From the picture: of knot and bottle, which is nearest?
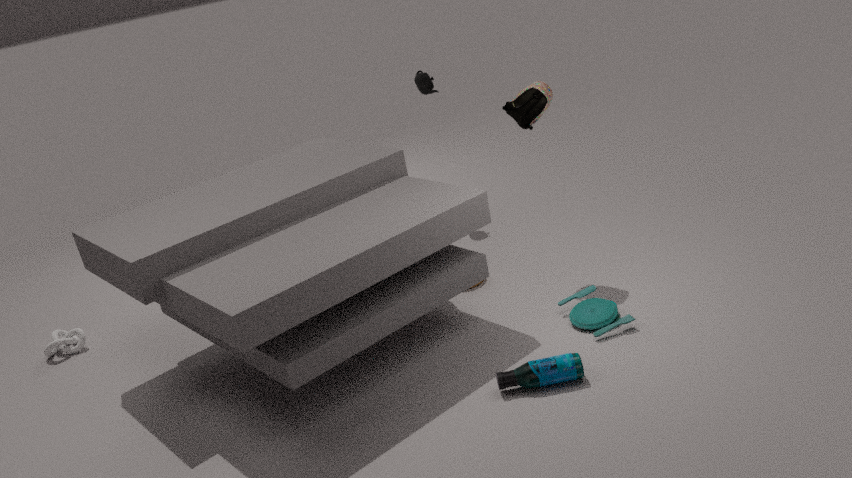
bottle
